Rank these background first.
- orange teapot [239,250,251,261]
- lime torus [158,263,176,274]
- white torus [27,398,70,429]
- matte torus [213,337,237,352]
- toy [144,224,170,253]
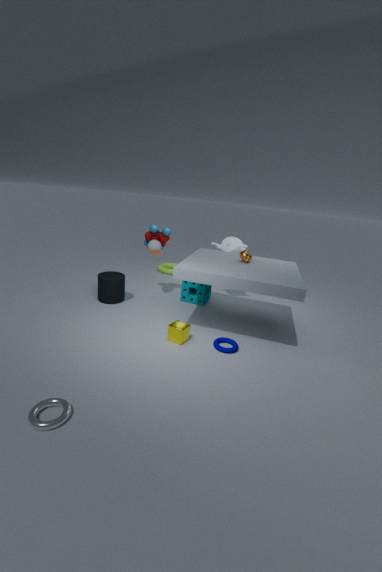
1. lime torus [158,263,176,274]
2. toy [144,224,170,253]
3. orange teapot [239,250,251,261]
4. matte torus [213,337,237,352]
5. white torus [27,398,70,429]
